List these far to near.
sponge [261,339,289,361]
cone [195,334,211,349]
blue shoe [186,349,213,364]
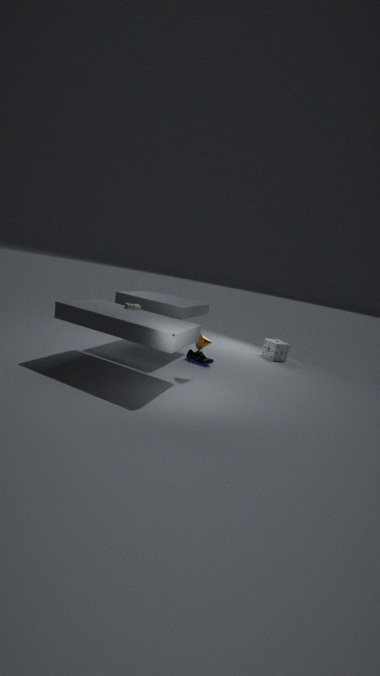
sponge [261,339,289,361]
blue shoe [186,349,213,364]
cone [195,334,211,349]
